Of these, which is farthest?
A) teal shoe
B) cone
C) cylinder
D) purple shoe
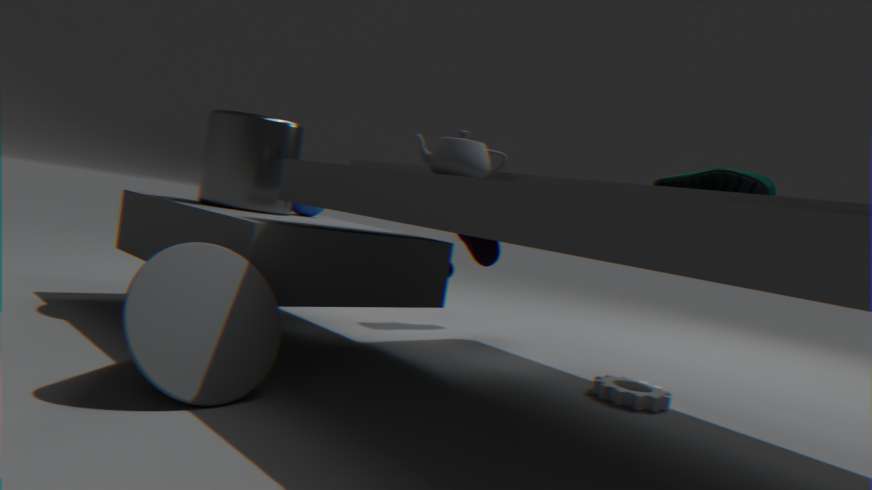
purple shoe
